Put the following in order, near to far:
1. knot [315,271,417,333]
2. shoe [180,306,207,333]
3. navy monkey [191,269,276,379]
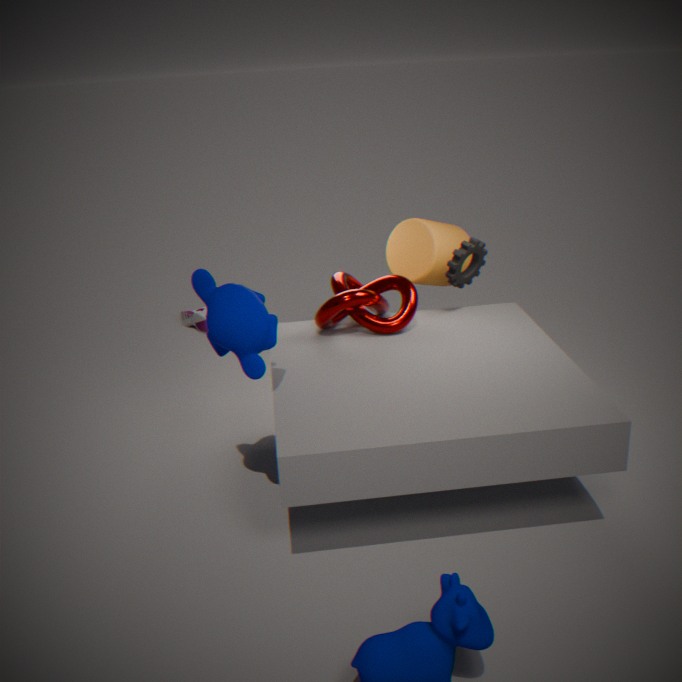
navy monkey [191,269,276,379], knot [315,271,417,333], shoe [180,306,207,333]
